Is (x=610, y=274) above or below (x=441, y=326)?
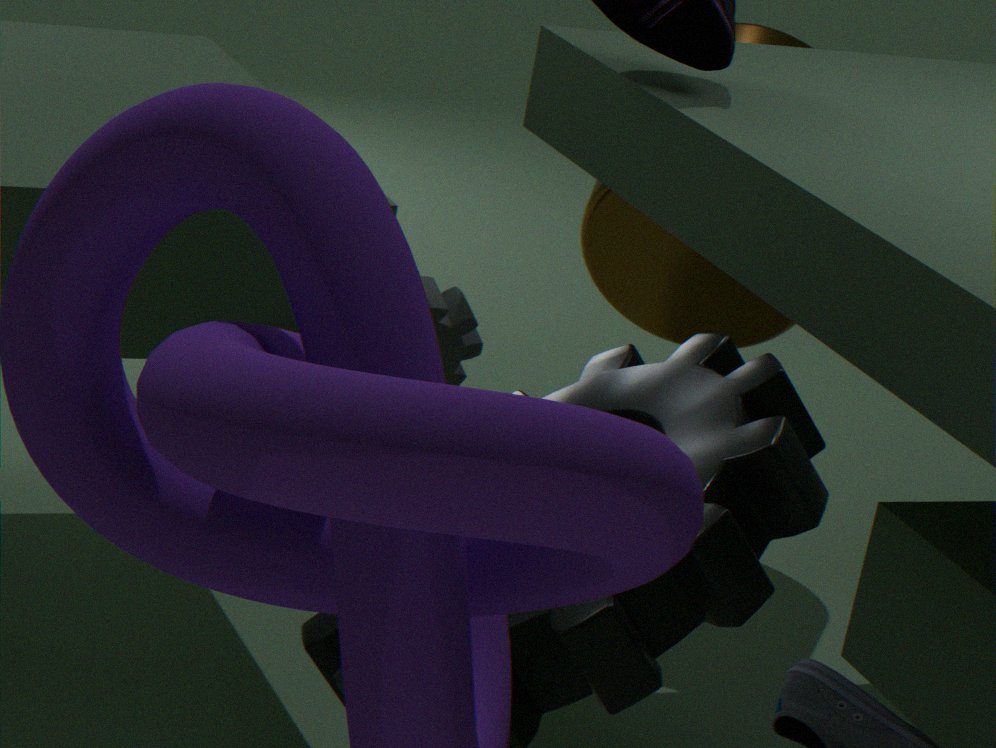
above
